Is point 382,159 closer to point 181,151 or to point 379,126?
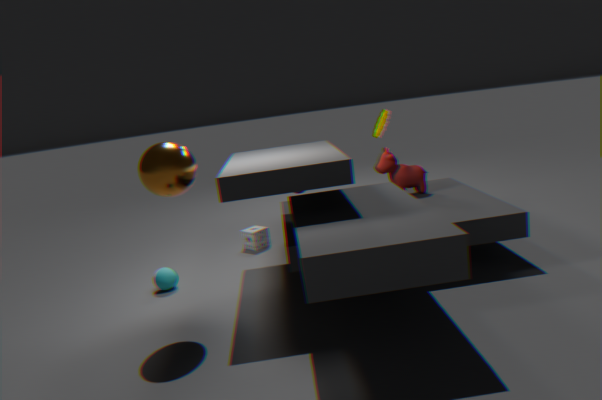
point 379,126
